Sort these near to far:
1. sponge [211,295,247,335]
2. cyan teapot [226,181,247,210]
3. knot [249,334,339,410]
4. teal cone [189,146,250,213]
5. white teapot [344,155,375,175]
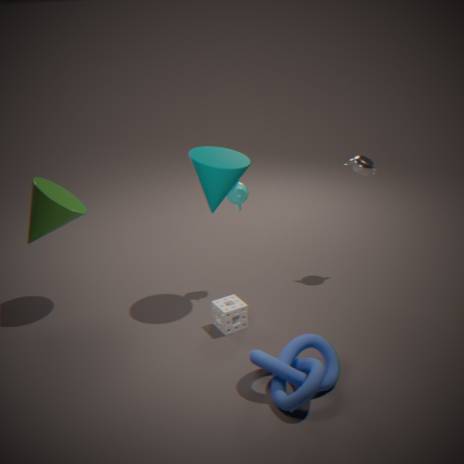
knot [249,334,339,410], teal cone [189,146,250,213], sponge [211,295,247,335], cyan teapot [226,181,247,210], white teapot [344,155,375,175]
